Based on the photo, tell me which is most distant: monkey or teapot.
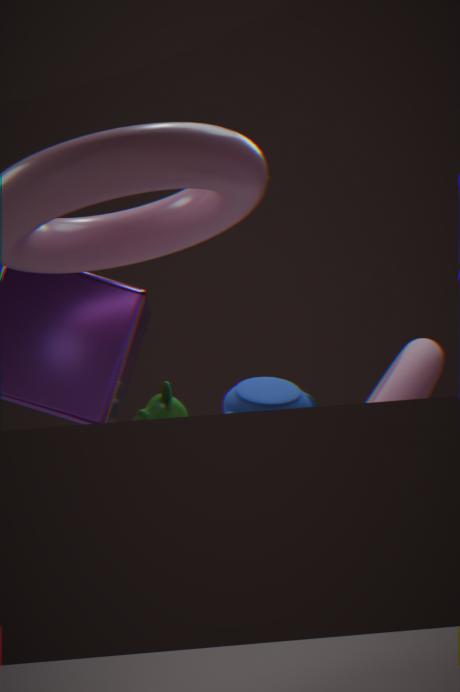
monkey
